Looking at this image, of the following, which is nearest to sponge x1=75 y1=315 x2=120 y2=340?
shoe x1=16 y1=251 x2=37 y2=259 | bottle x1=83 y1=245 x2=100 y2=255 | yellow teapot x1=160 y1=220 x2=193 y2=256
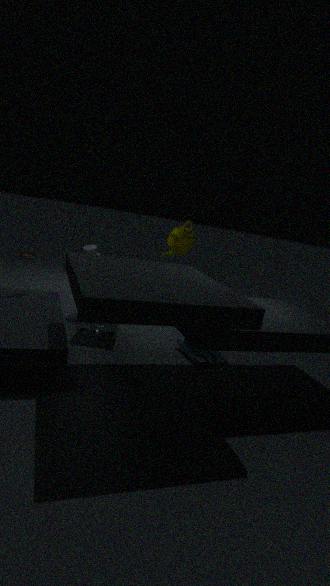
bottle x1=83 y1=245 x2=100 y2=255
